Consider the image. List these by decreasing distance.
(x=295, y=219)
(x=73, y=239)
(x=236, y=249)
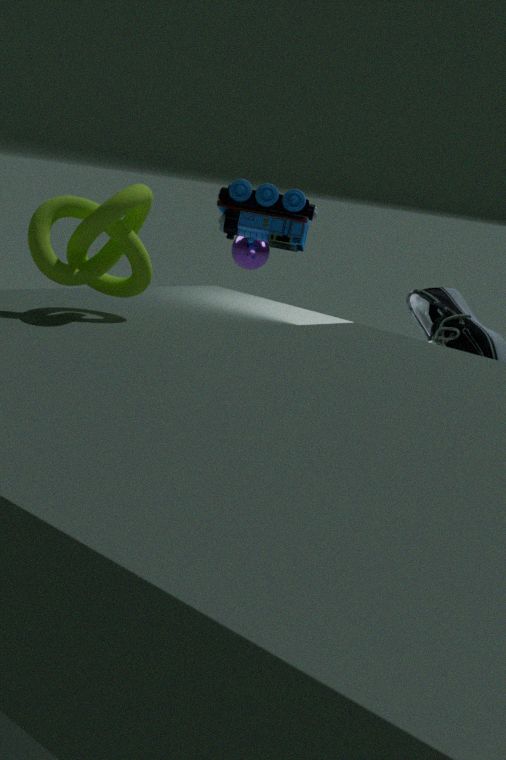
1. (x=236, y=249)
2. (x=295, y=219)
3. (x=73, y=239)
